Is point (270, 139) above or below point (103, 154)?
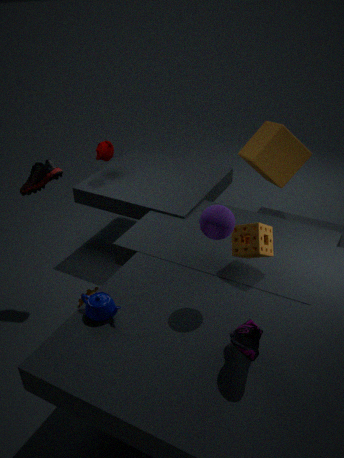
below
